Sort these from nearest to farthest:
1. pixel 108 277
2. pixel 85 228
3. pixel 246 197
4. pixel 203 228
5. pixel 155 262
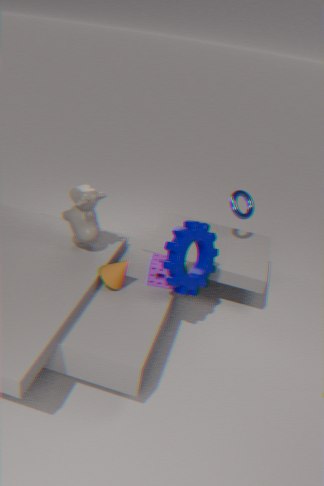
pixel 108 277, pixel 203 228, pixel 85 228, pixel 155 262, pixel 246 197
